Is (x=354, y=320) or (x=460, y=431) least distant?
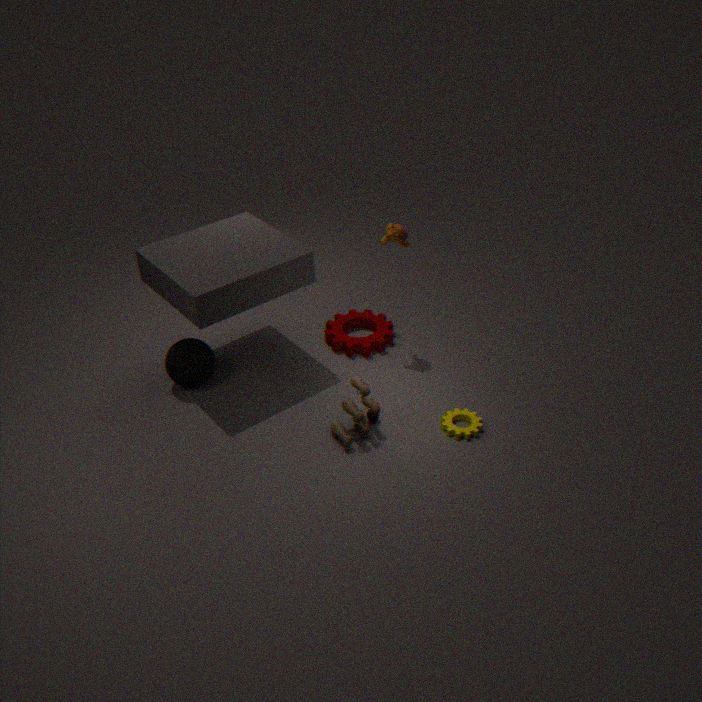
(x=460, y=431)
